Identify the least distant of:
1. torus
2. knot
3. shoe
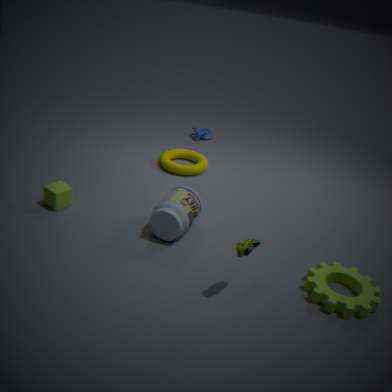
shoe
